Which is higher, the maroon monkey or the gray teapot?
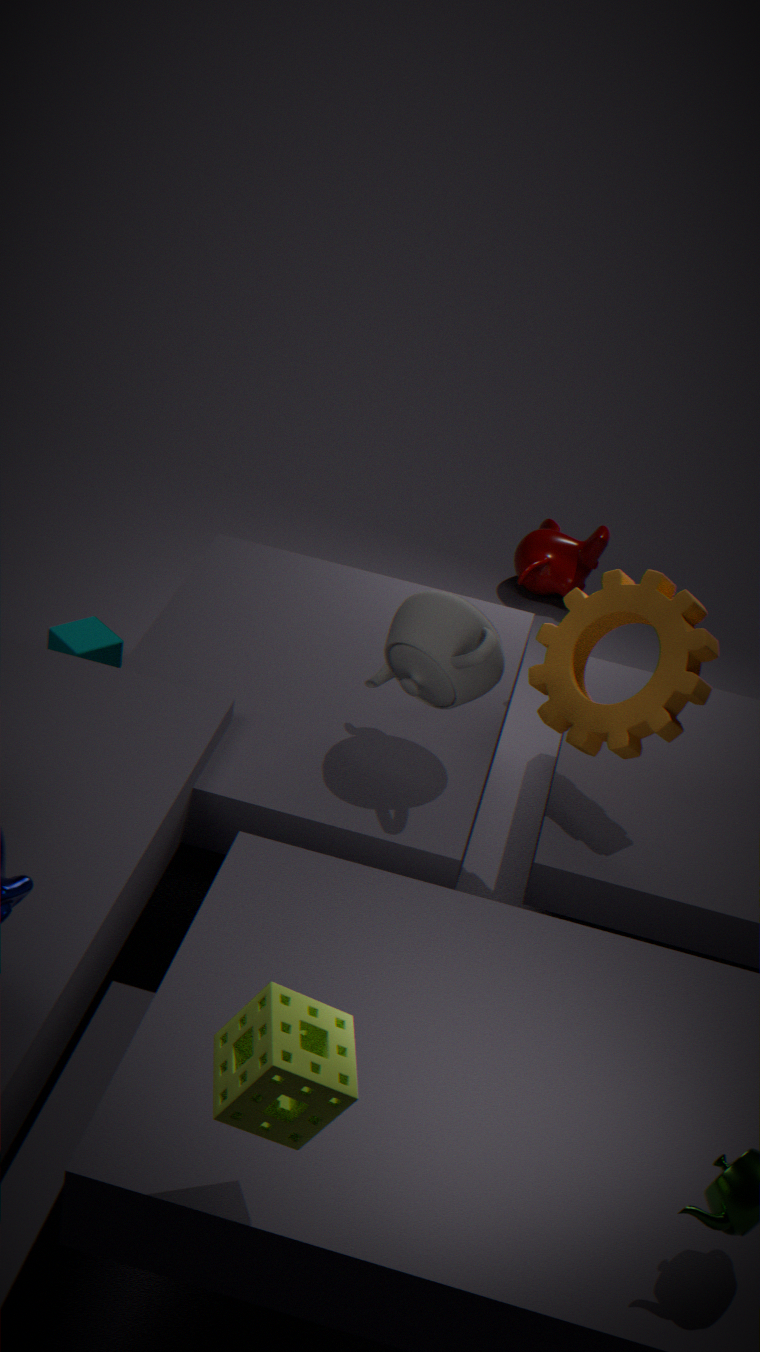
the gray teapot
